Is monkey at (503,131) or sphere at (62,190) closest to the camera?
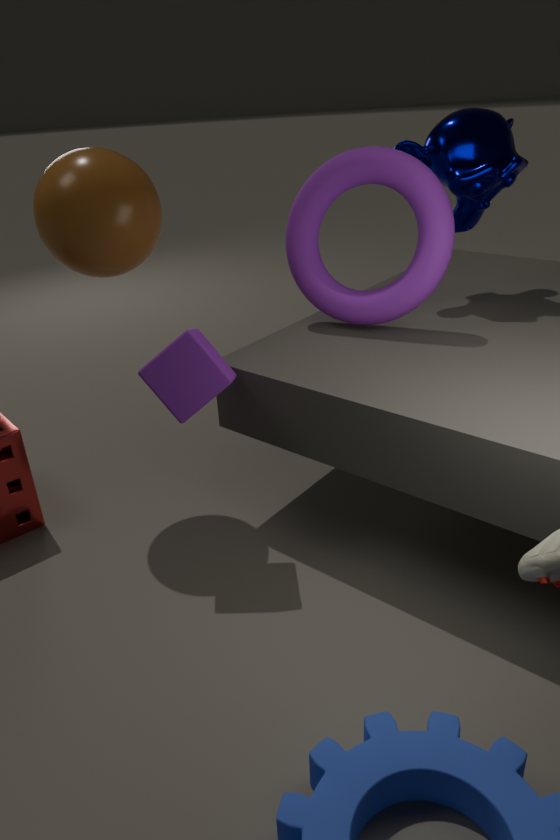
sphere at (62,190)
